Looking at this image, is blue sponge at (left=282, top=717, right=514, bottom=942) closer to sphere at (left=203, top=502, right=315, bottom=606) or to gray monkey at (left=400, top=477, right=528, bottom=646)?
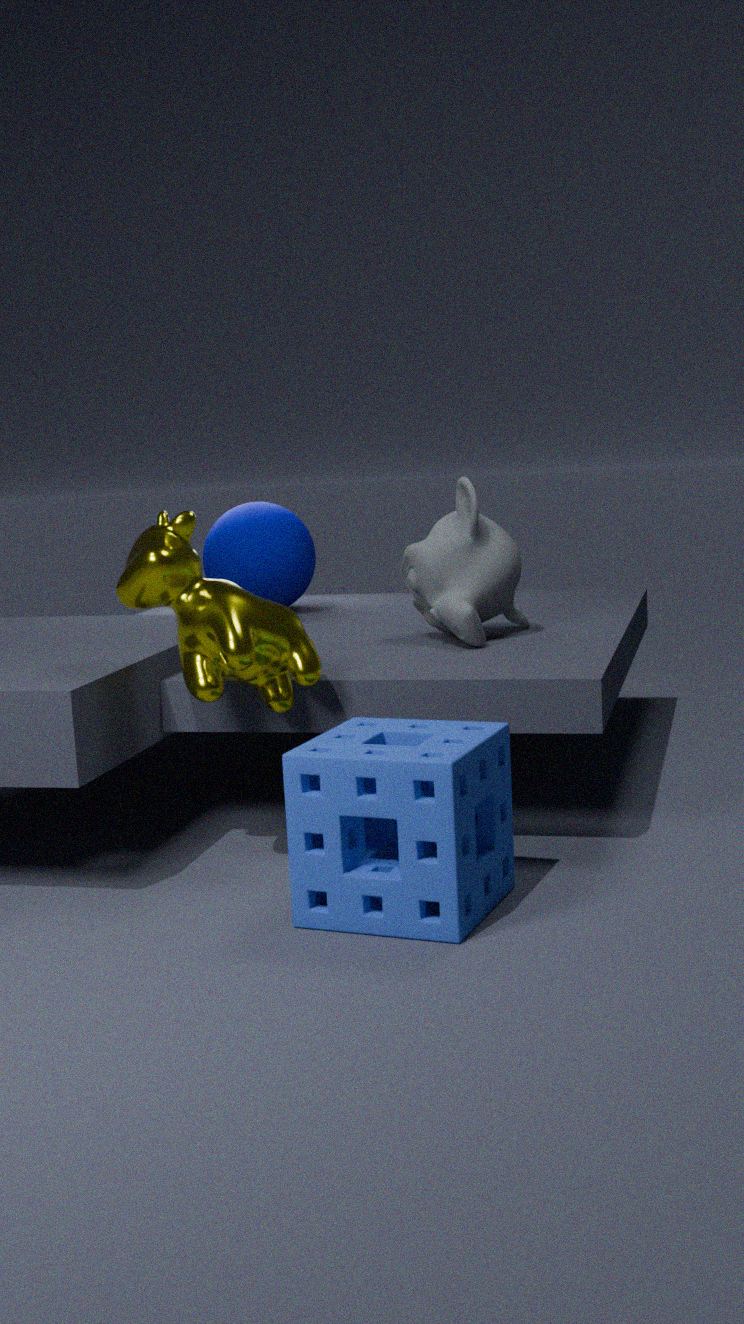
gray monkey at (left=400, top=477, right=528, bottom=646)
